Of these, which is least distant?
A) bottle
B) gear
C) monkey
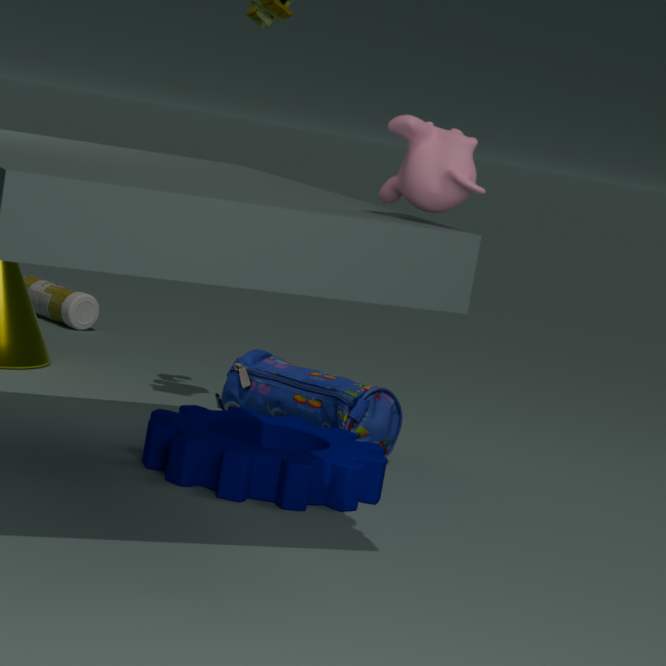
monkey
